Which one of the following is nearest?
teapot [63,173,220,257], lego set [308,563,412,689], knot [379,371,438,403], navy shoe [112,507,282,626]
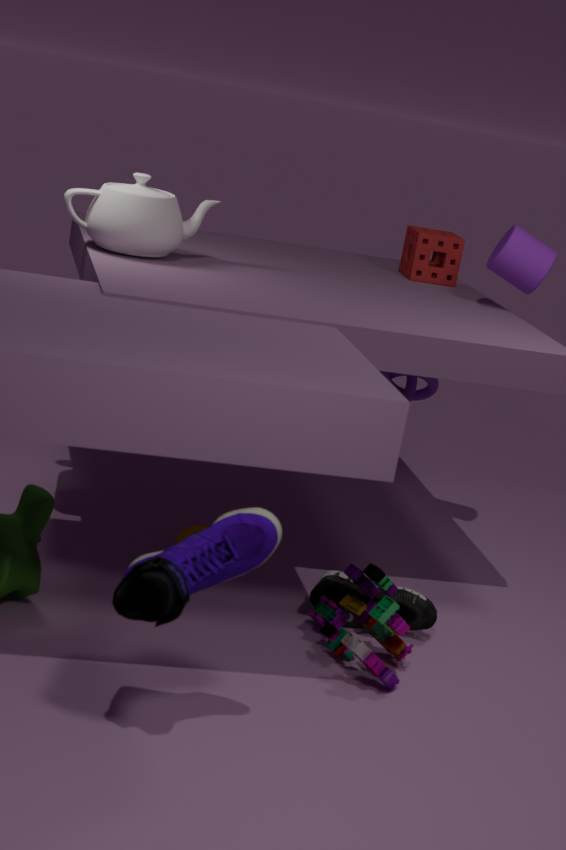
navy shoe [112,507,282,626]
